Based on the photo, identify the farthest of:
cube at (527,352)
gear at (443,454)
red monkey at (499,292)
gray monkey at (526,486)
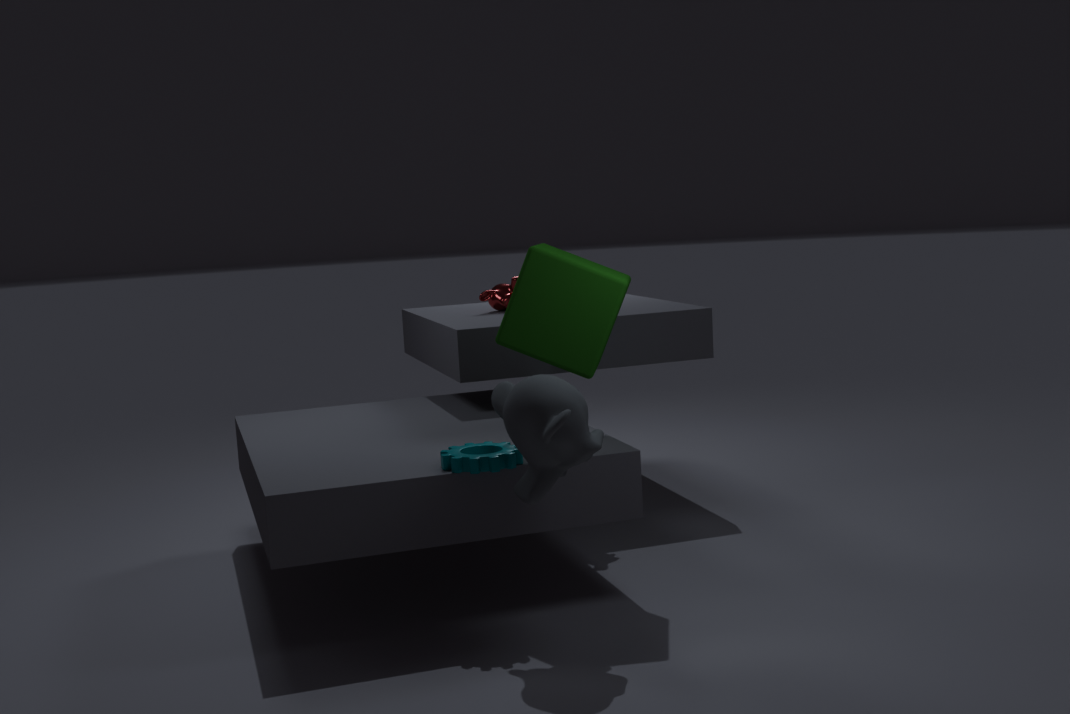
red monkey at (499,292)
